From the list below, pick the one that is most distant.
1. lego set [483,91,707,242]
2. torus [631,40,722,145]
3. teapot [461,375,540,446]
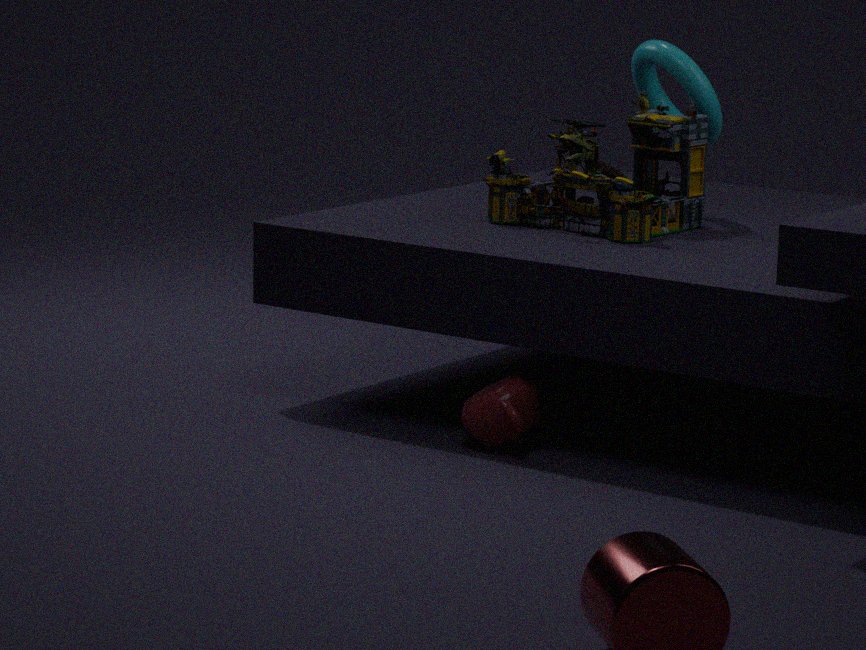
torus [631,40,722,145]
